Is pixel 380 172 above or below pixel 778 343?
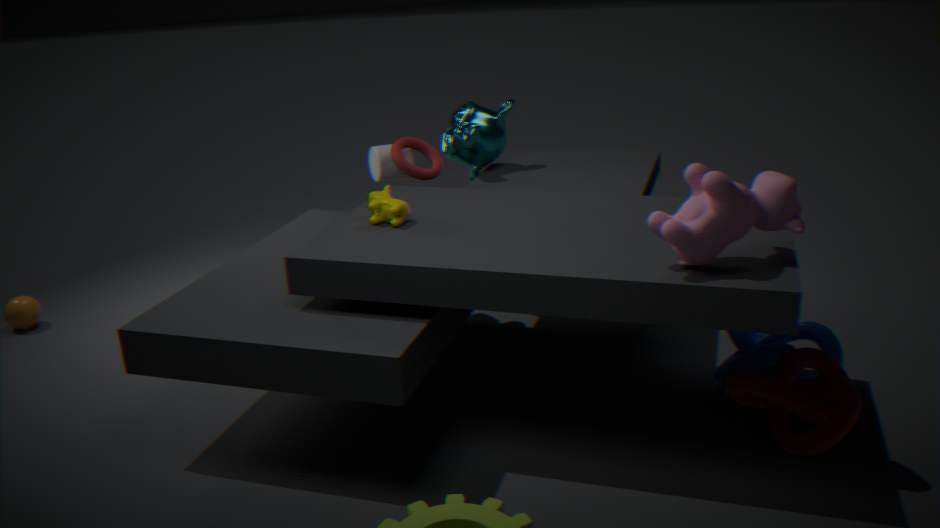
above
